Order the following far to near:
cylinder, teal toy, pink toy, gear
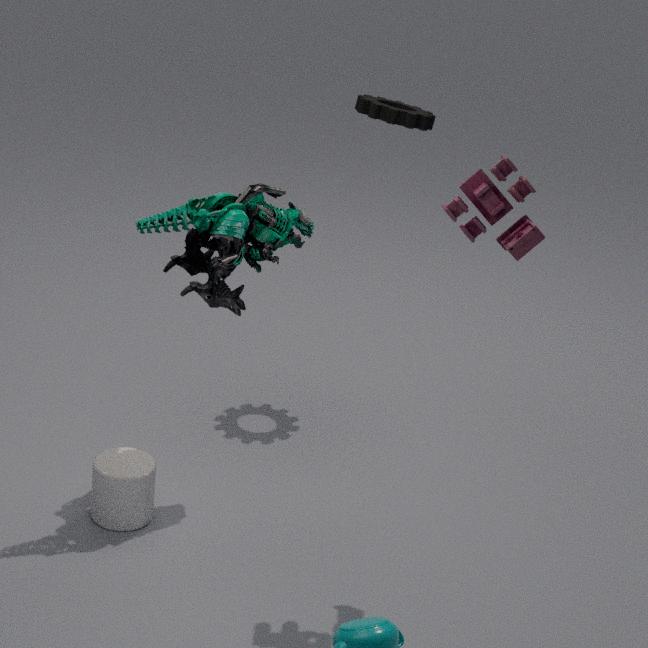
gear
cylinder
teal toy
pink toy
